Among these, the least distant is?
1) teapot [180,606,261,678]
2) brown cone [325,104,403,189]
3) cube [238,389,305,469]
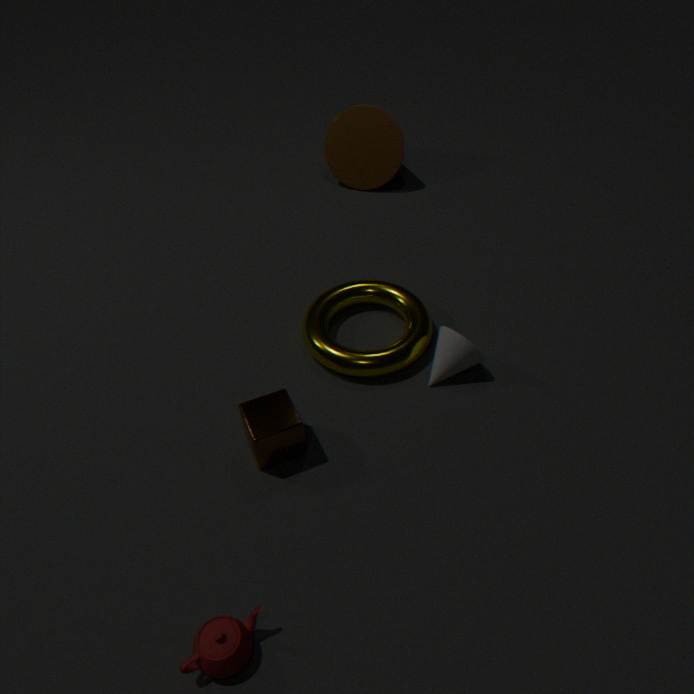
1. teapot [180,606,261,678]
